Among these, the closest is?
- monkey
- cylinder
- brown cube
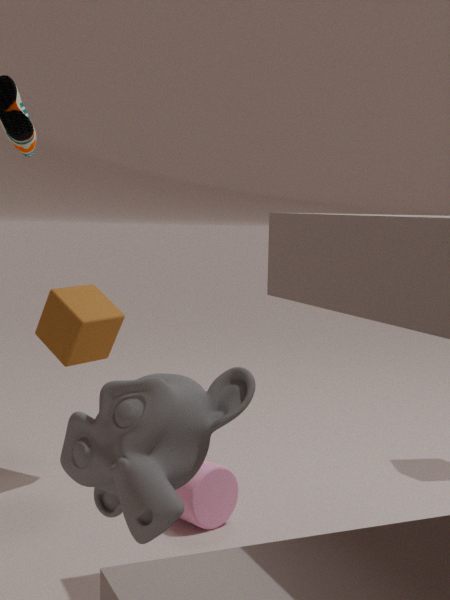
monkey
